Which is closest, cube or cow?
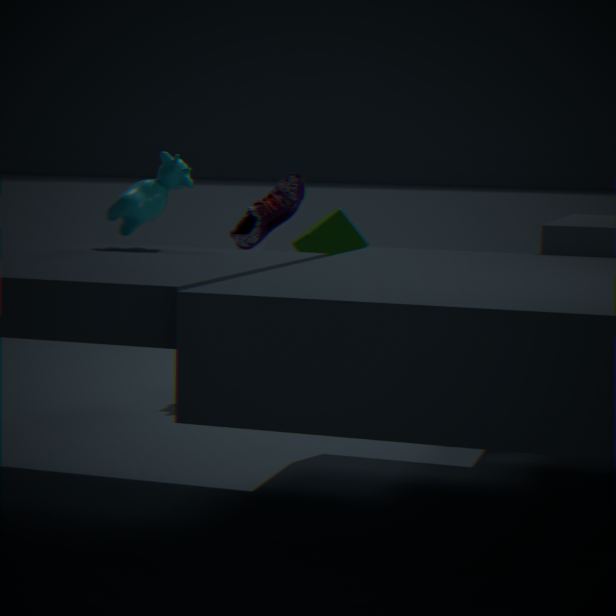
cow
